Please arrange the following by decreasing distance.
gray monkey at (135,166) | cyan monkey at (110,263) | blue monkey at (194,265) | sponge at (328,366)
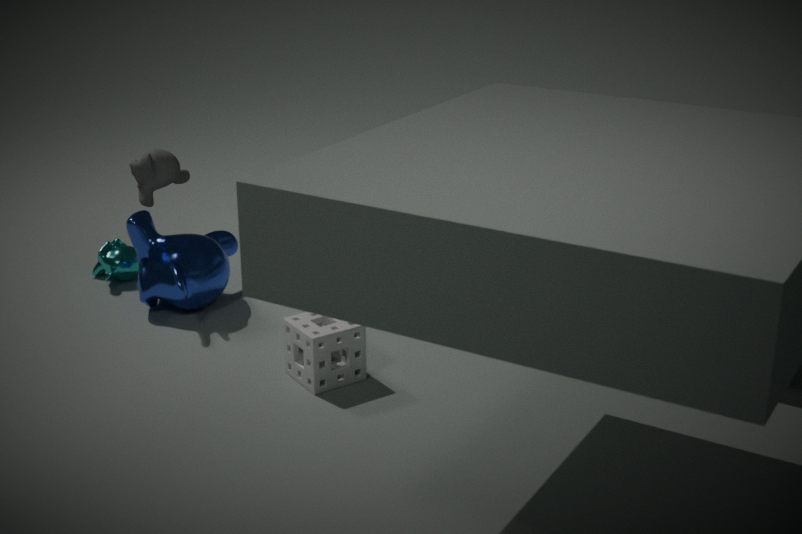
cyan monkey at (110,263) → gray monkey at (135,166) → blue monkey at (194,265) → sponge at (328,366)
